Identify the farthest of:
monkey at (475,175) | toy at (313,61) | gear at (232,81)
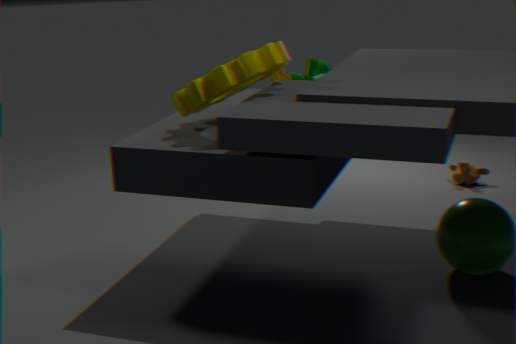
monkey at (475,175)
